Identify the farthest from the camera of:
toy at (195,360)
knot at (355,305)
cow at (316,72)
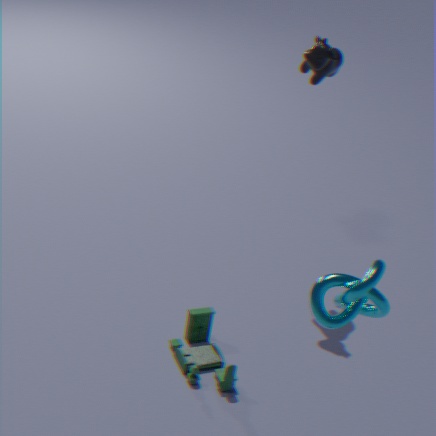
cow at (316,72)
